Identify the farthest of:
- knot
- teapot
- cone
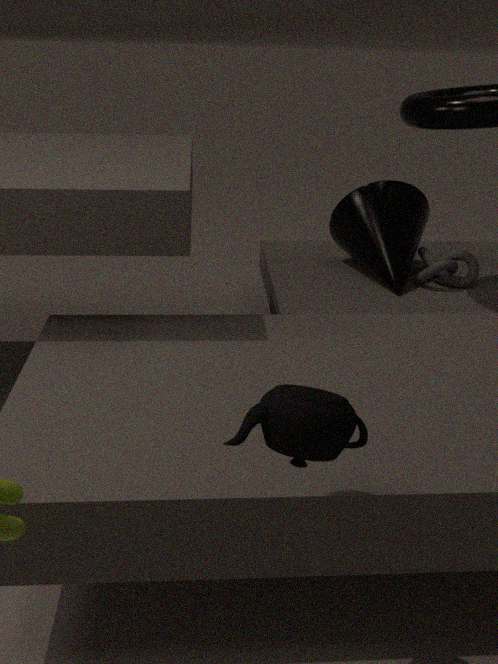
cone
